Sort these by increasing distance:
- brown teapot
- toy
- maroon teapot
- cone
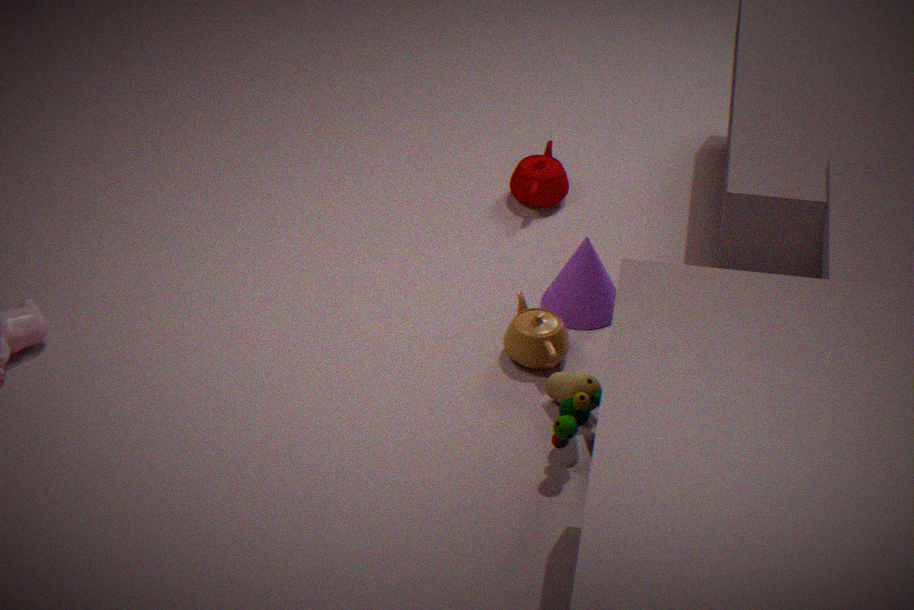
toy < brown teapot < cone < maroon teapot
